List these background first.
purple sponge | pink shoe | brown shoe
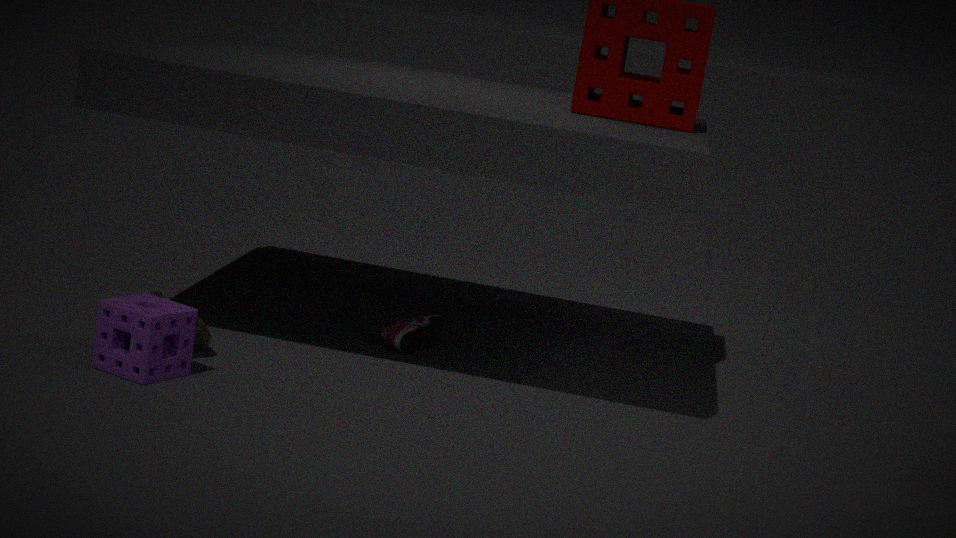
pink shoe, brown shoe, purple sponge
